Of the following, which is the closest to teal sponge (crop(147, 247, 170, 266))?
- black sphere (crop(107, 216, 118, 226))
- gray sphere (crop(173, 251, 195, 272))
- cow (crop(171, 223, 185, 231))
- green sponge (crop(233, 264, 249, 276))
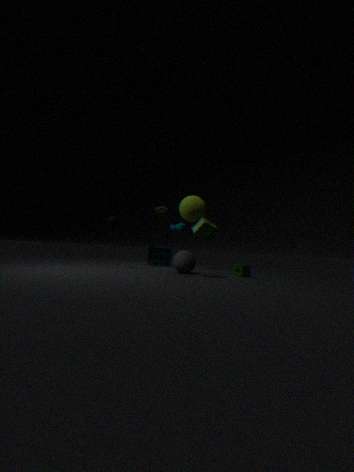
cow (crop(171, 223, 185, 231))
